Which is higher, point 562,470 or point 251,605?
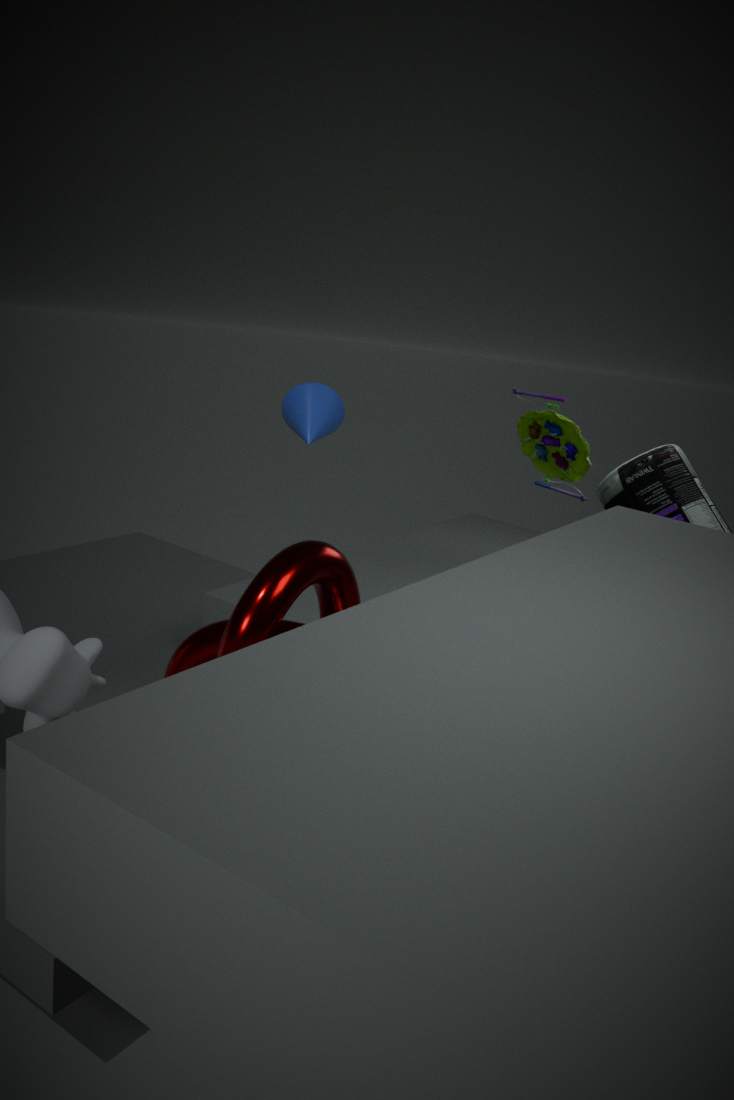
point 562,470
